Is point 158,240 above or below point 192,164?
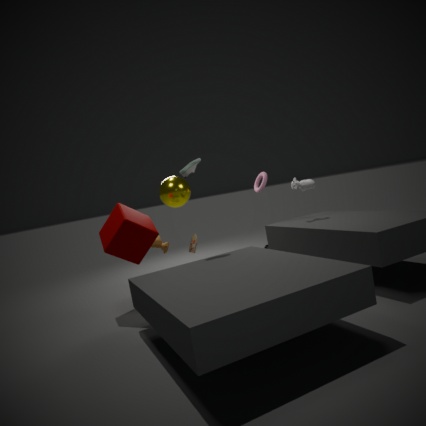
below
